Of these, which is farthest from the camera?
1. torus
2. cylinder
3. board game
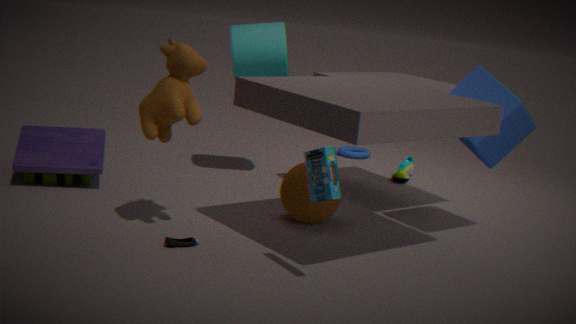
torus
